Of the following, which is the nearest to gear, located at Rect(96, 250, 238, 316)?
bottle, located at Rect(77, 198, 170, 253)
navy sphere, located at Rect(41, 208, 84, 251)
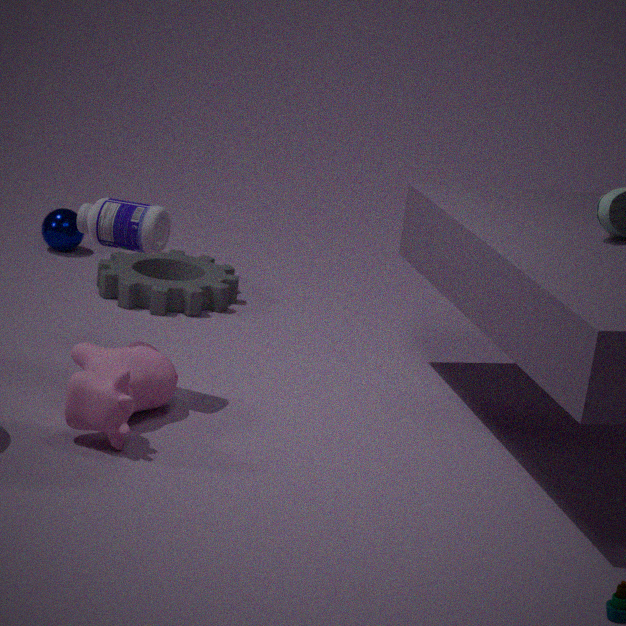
navy sphere, located at Rect(41, 208, 84, 251)
